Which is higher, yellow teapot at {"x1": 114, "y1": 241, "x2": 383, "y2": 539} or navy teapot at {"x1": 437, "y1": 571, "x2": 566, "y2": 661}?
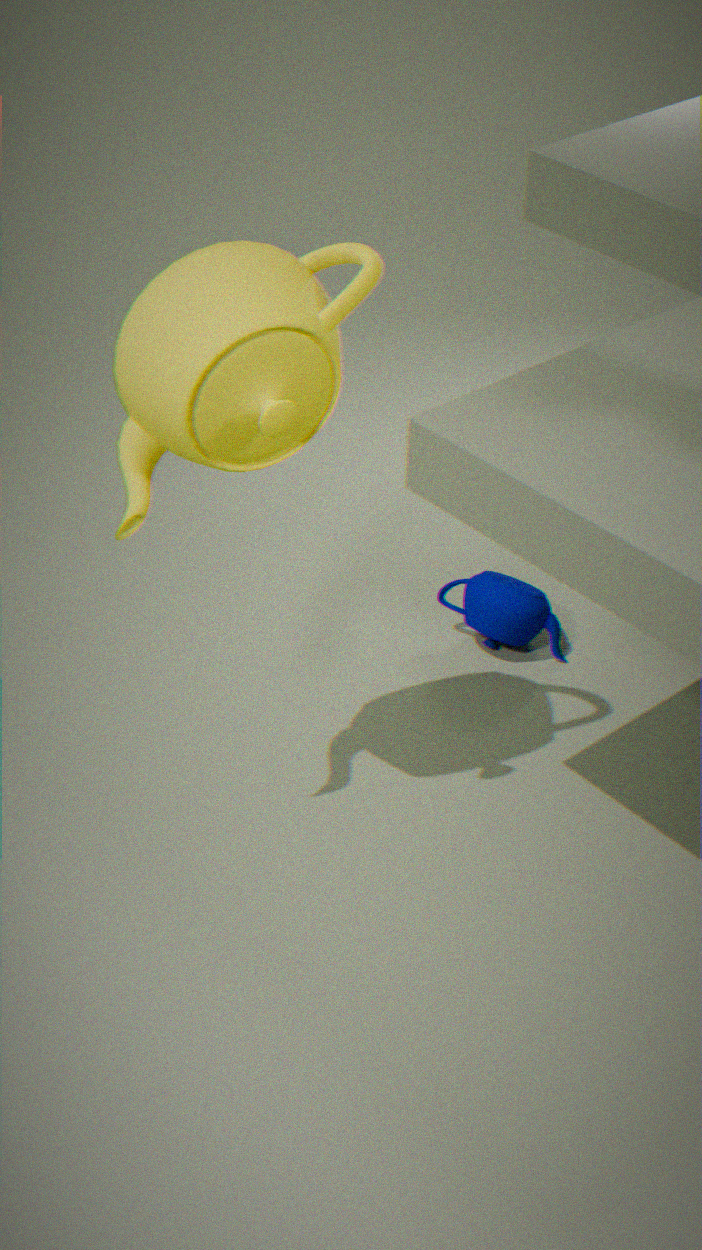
Result: yellow teapot at {"x1": 114, "y1": 241, "x2": 383, "y2": 539}
